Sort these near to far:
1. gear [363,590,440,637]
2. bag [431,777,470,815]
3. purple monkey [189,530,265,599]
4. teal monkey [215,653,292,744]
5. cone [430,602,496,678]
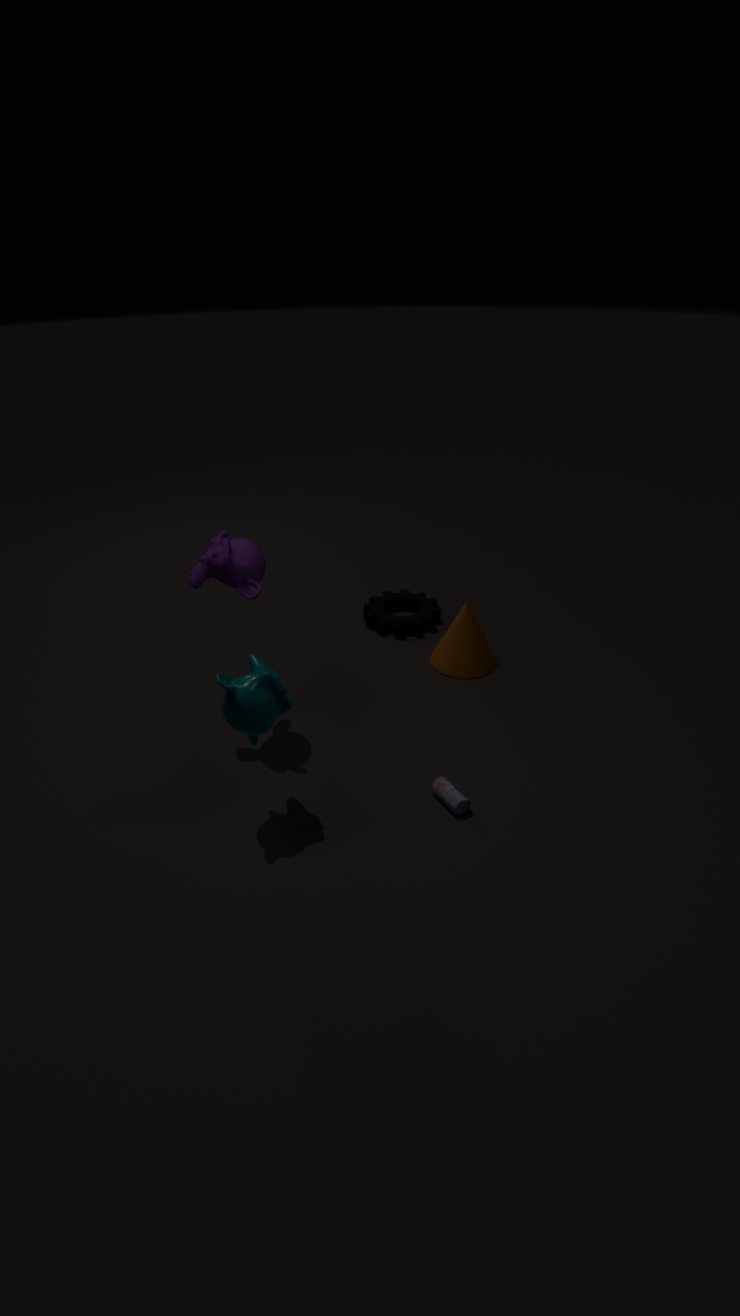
teal monkey [215,653,292,744] → bag [431,777,470,815] → purple monkey [189,530,265,599] → cone [430,602,496,678] → gear [363,590,440,637]
